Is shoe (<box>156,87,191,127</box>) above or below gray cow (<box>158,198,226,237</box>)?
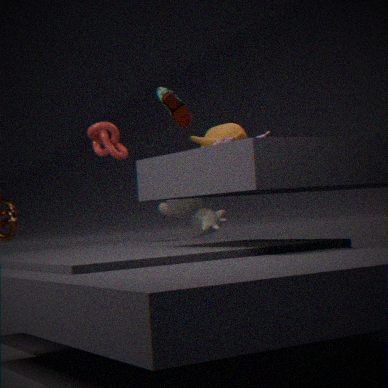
above
